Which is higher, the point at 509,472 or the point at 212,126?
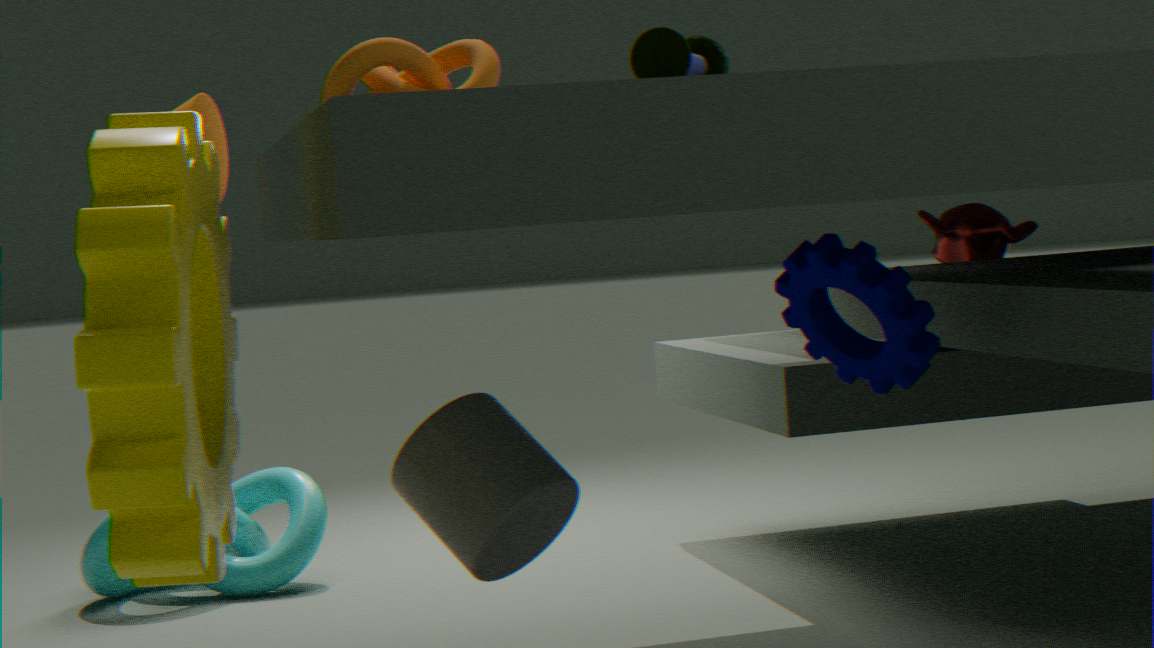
the point at 212,126
